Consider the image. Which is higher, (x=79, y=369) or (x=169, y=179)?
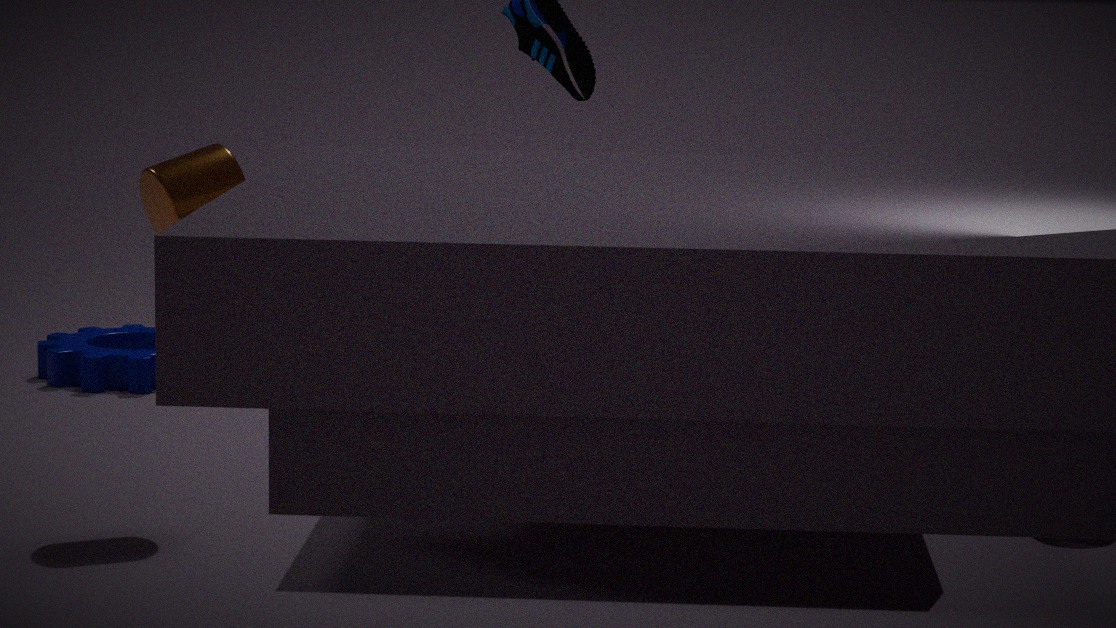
(x=169, y=179)
